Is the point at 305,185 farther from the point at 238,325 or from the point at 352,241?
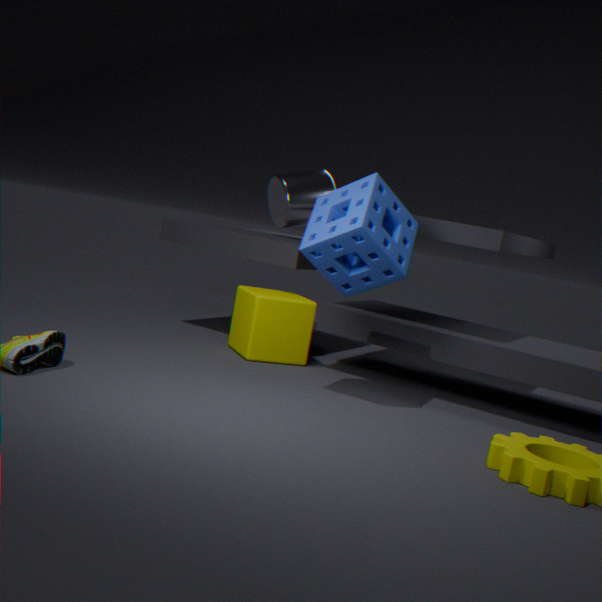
the point at 352,241
